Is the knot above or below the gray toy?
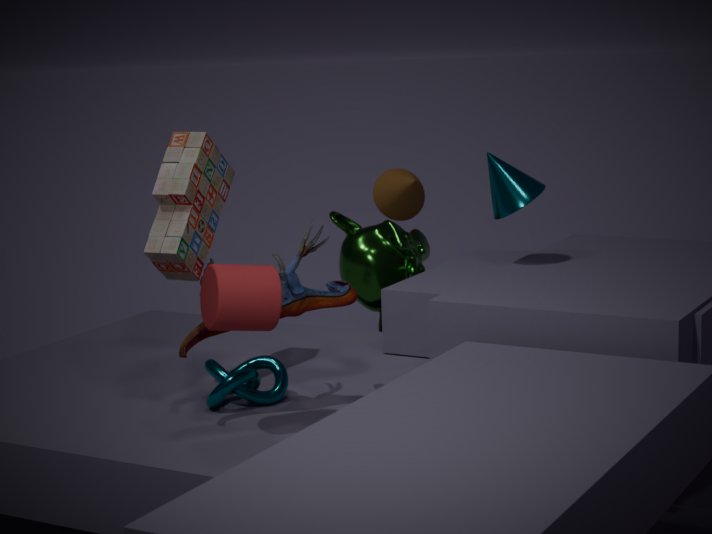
below
